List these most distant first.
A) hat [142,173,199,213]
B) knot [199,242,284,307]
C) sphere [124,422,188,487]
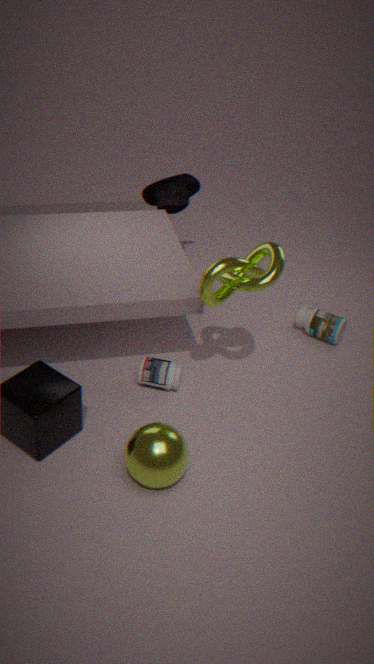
hat [142,173,199,213] < knot [199,242,284,307] < sphere [124,422,188,487]
